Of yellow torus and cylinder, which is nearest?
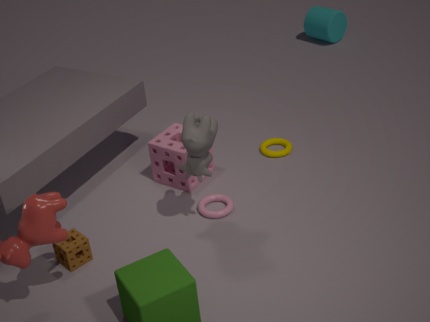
yellow torus
